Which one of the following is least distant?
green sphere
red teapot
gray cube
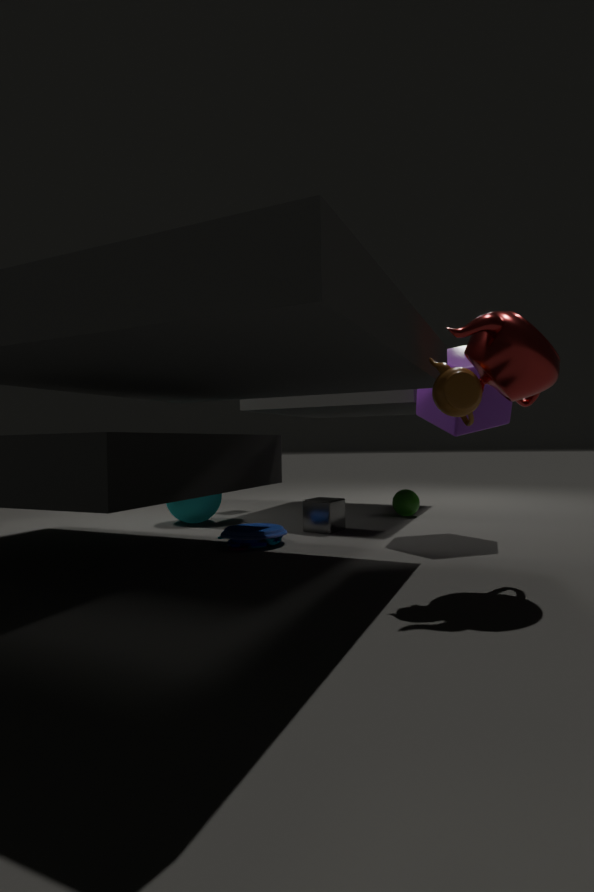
red teapot
